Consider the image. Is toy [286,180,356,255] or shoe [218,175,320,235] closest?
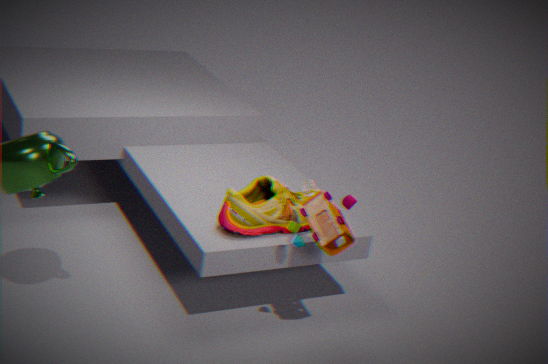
toy [286,180,356,255]
